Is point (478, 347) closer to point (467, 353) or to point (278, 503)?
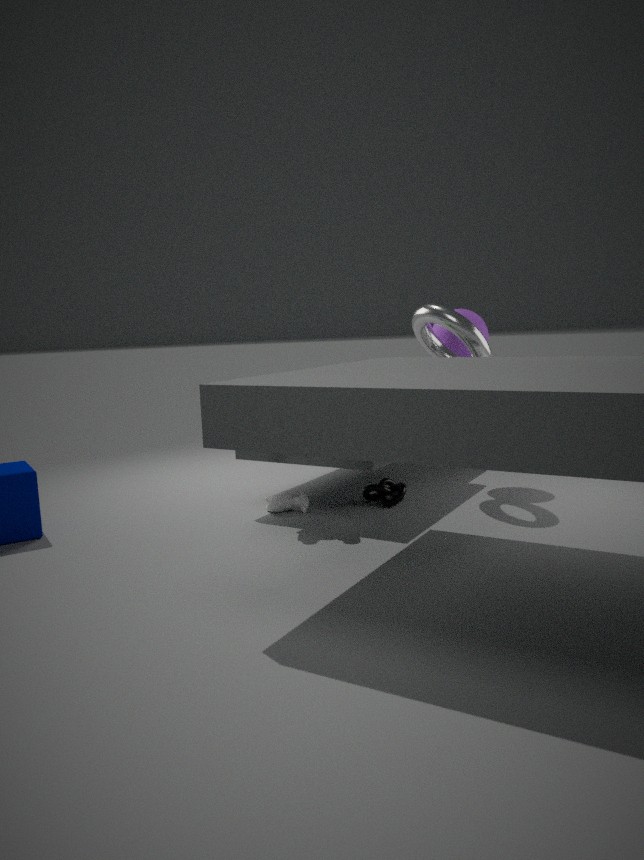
point (467, 353)
